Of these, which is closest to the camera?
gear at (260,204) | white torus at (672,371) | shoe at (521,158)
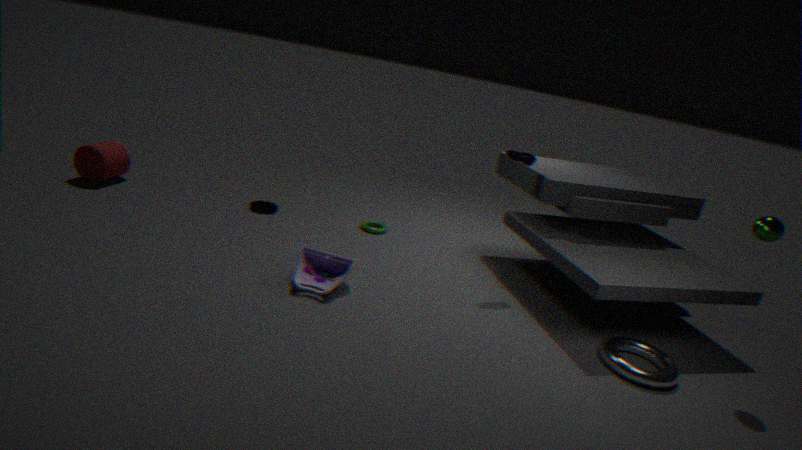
white torus at (672,371)
